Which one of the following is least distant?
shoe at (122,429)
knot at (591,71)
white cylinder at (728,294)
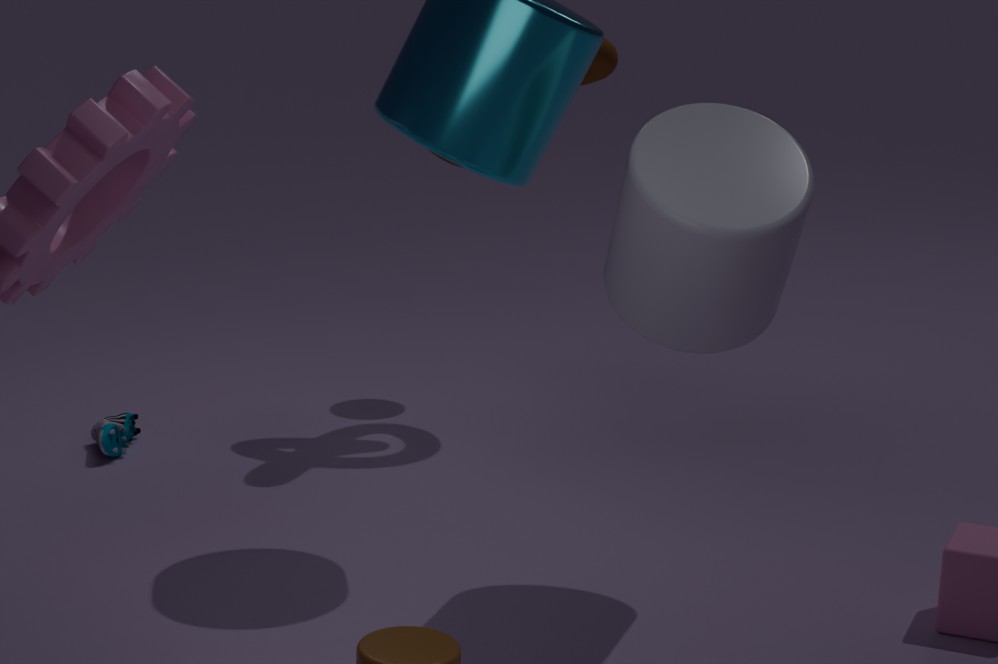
white cylinder at (728,294)
